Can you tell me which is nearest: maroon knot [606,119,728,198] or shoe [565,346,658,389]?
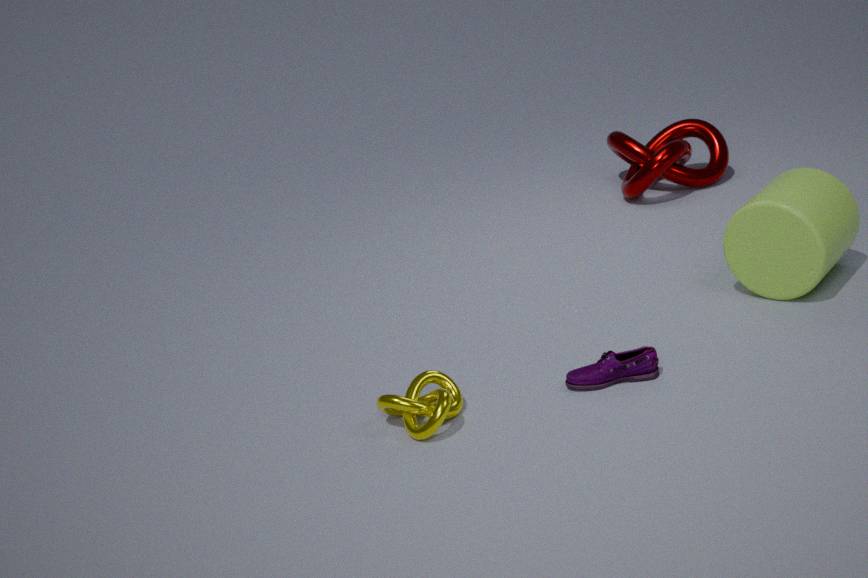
shoe [565,346,658,389]
